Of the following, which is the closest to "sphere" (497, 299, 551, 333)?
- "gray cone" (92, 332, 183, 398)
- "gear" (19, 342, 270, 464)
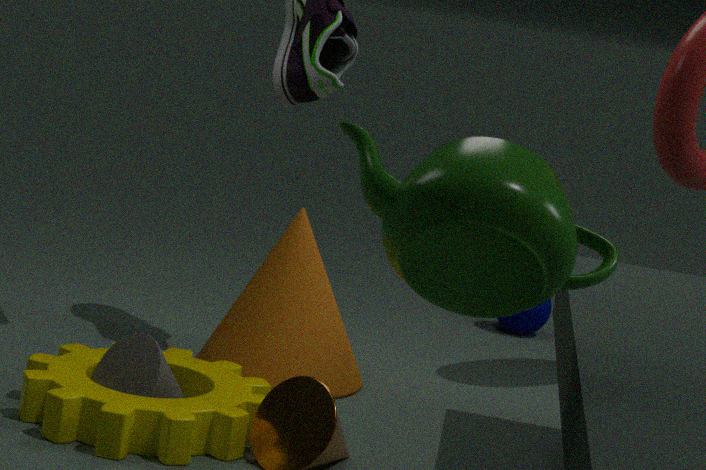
"gear" (19, 342, 270, 464)
